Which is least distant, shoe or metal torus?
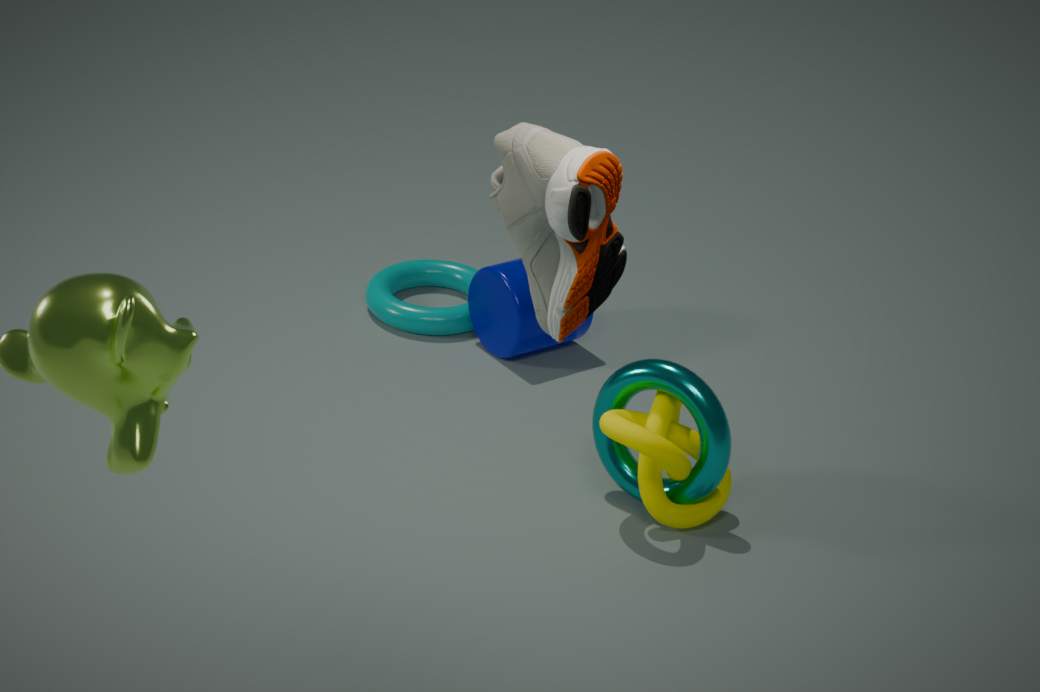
shoe
